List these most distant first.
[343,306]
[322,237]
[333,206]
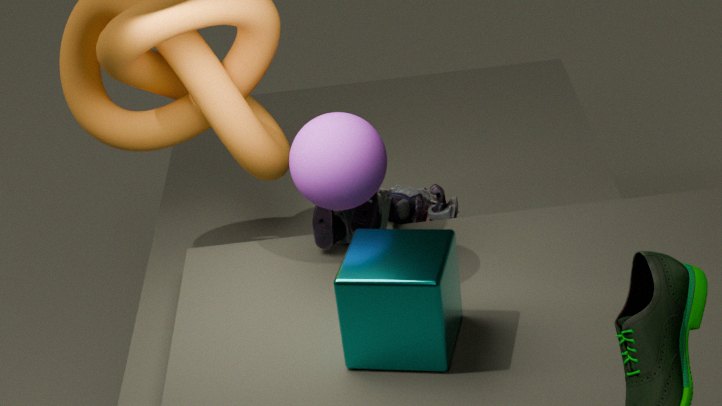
[322,237] < [333,206] < [343,306]
